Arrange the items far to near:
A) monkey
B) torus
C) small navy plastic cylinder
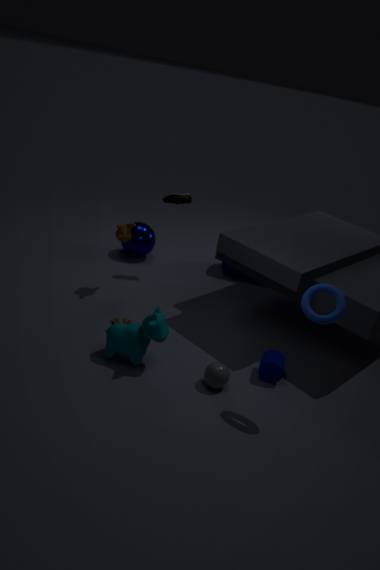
monkey, small navy plastic cylinder, torus
